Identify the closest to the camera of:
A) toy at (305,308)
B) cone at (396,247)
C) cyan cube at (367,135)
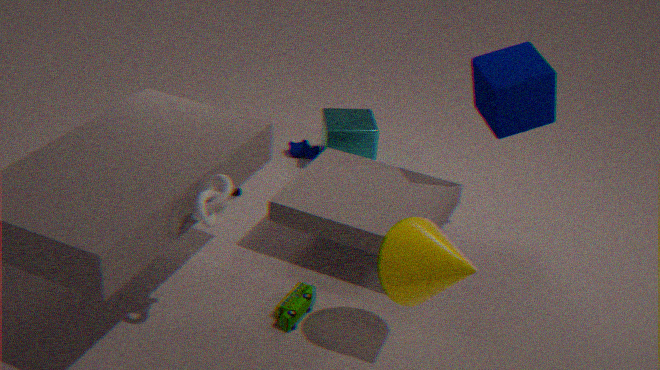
cone at (396,247)
